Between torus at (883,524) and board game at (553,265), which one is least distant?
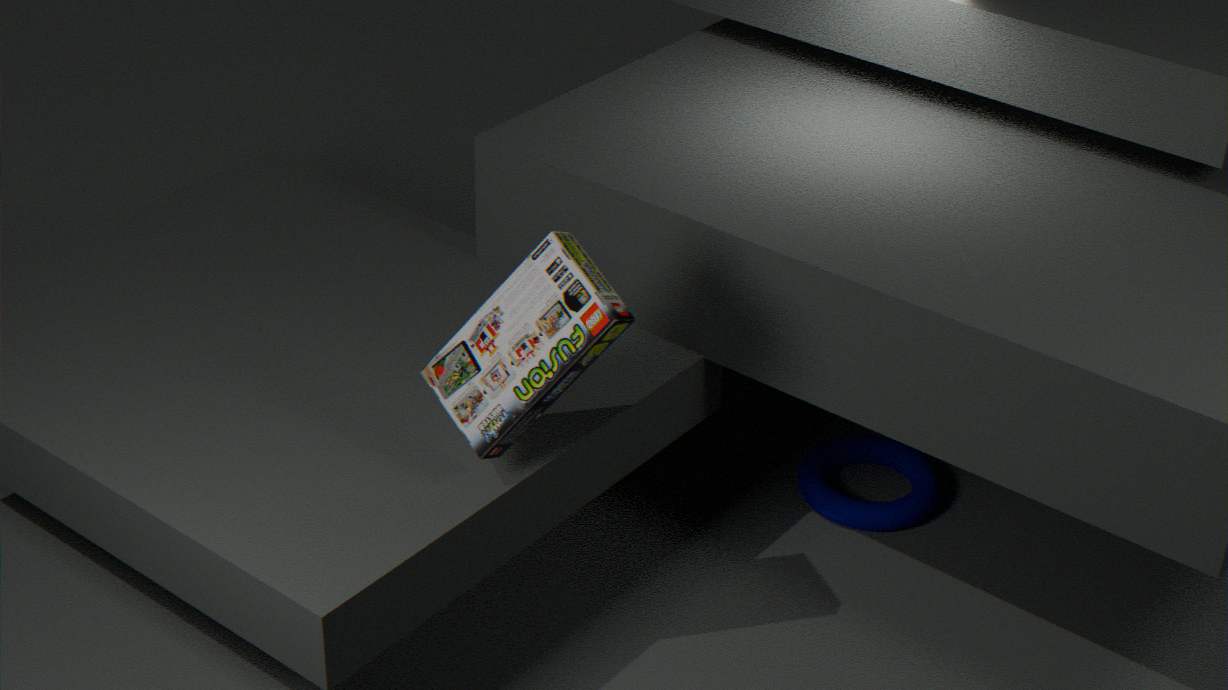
board game at (553,265)
